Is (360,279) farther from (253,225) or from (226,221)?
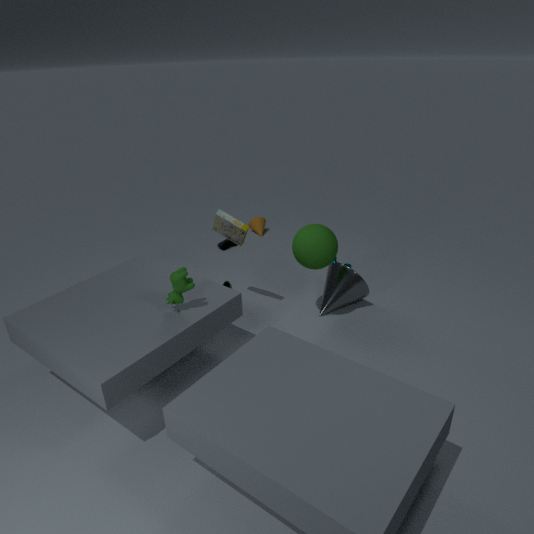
(253,225)
